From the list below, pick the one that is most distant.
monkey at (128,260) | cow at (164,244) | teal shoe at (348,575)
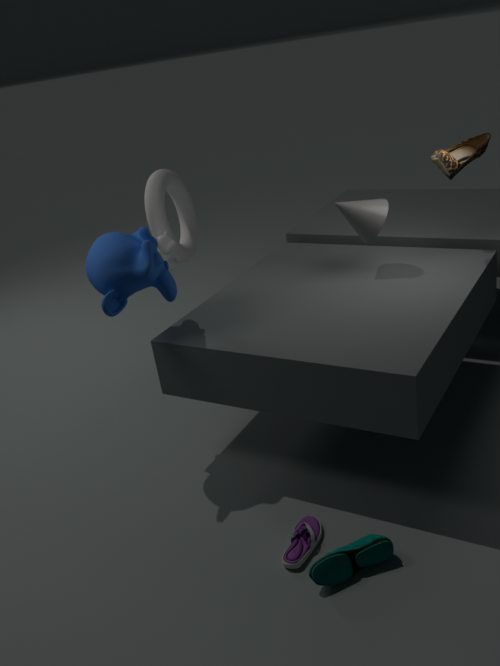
cow at (164,244)
